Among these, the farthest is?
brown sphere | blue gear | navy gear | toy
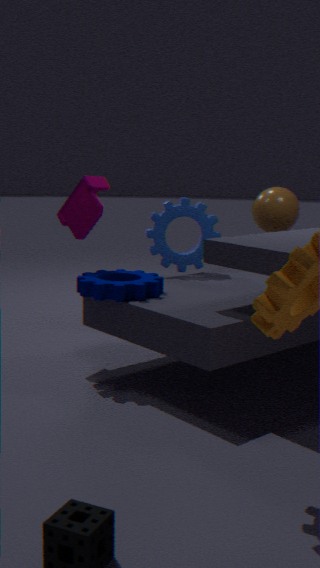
brown sphere
